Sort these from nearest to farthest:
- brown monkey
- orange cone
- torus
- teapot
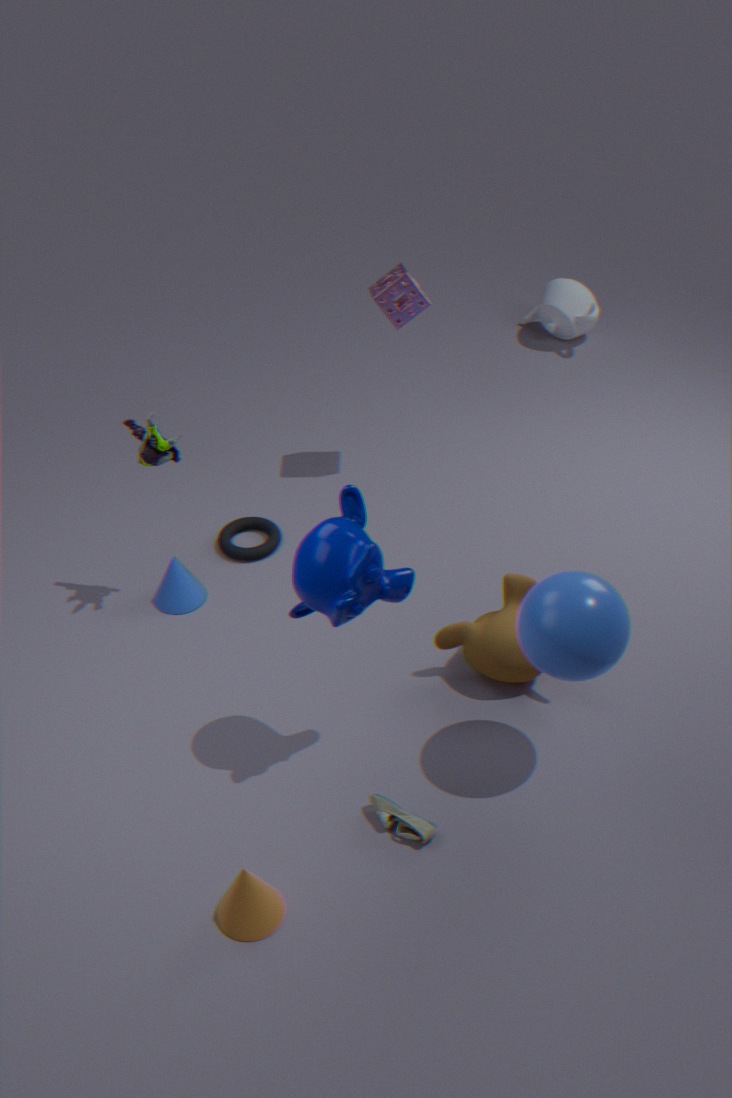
orange cone → brown monkey → torus → teapot
